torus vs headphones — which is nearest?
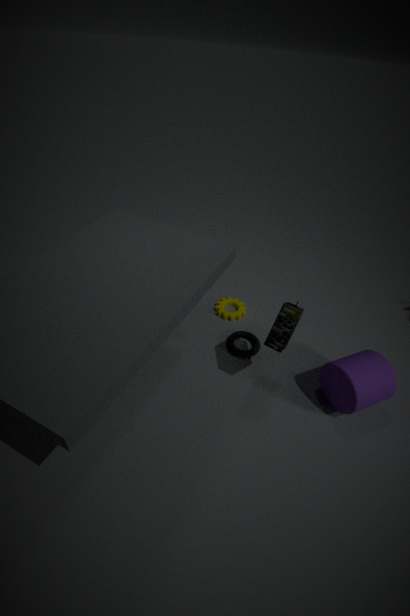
headphones
